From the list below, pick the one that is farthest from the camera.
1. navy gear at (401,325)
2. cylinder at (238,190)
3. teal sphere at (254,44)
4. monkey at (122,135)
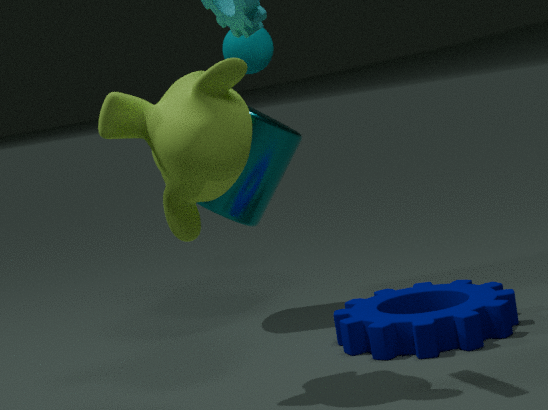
teal sphere at (254,44)
